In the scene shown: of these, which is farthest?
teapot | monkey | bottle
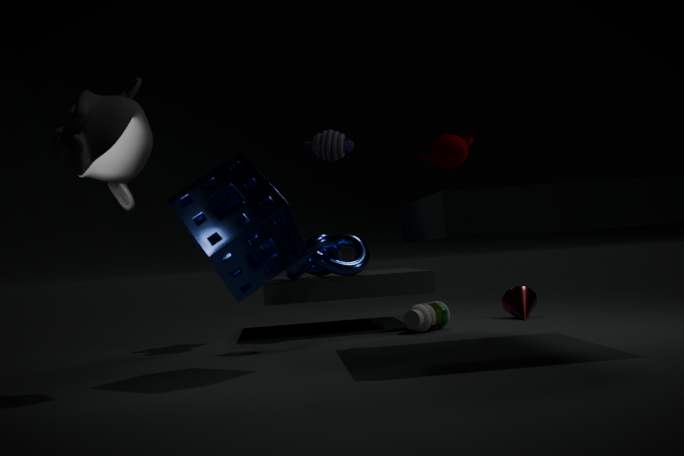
bottle
